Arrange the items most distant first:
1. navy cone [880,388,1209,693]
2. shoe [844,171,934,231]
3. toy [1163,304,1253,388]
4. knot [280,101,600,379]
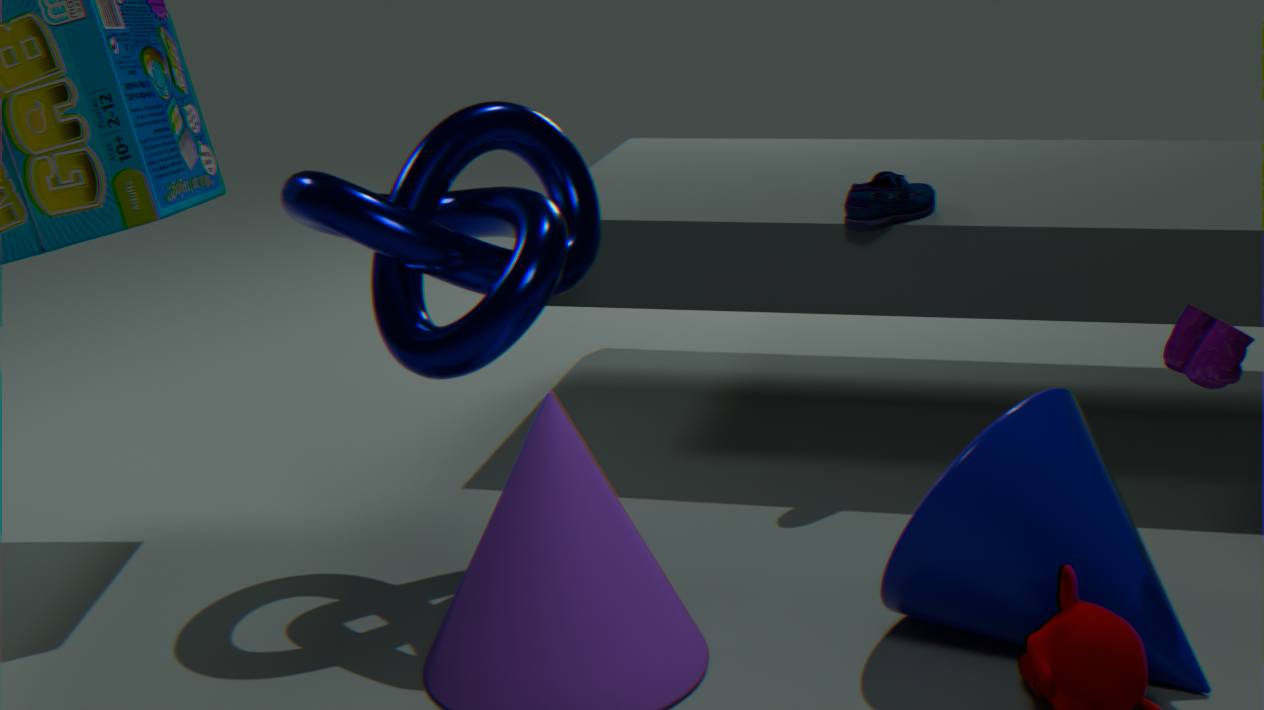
shoe [844,171,934,231] → knot [280,101,600,379] → navy cone [880,388,1209,693] → toy [1163,304,1253,388]
